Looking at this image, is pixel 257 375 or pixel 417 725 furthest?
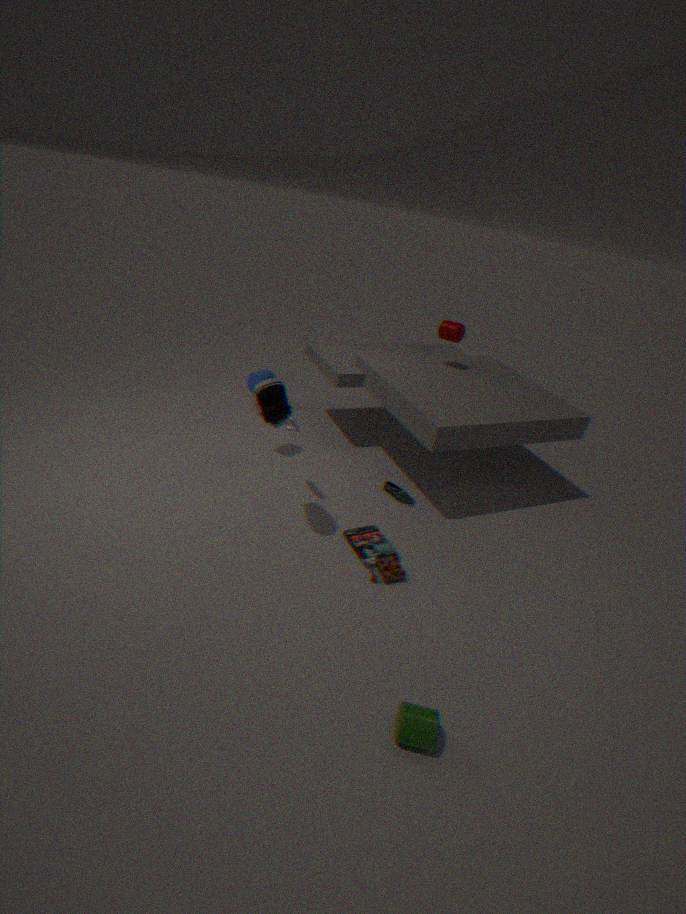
pixel 257 375
